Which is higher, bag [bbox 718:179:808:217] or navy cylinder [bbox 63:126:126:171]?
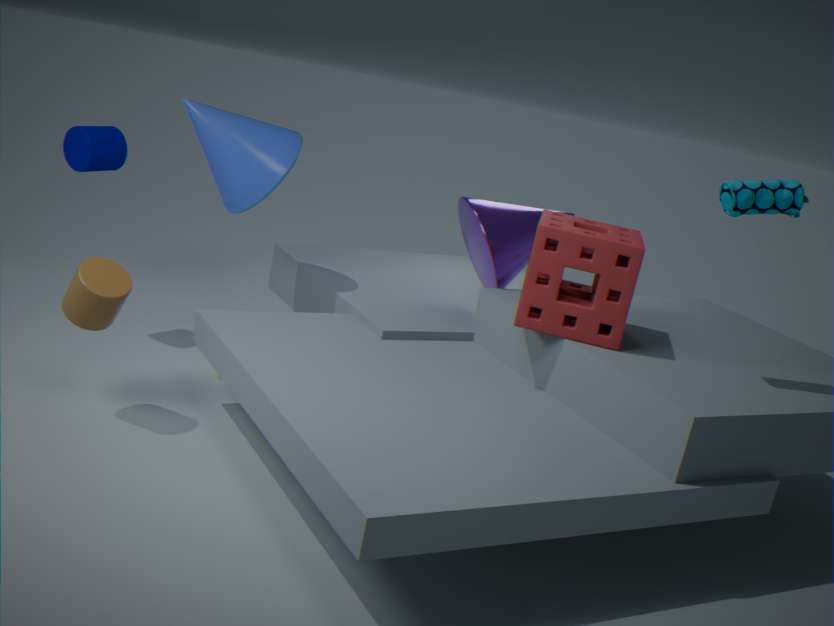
bag [bbox 718:179:808:217]
